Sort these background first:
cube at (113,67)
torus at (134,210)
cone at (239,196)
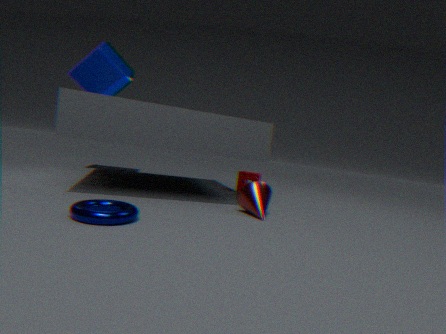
cube at (113,67), cone at (239,196), torus at (134,210)
